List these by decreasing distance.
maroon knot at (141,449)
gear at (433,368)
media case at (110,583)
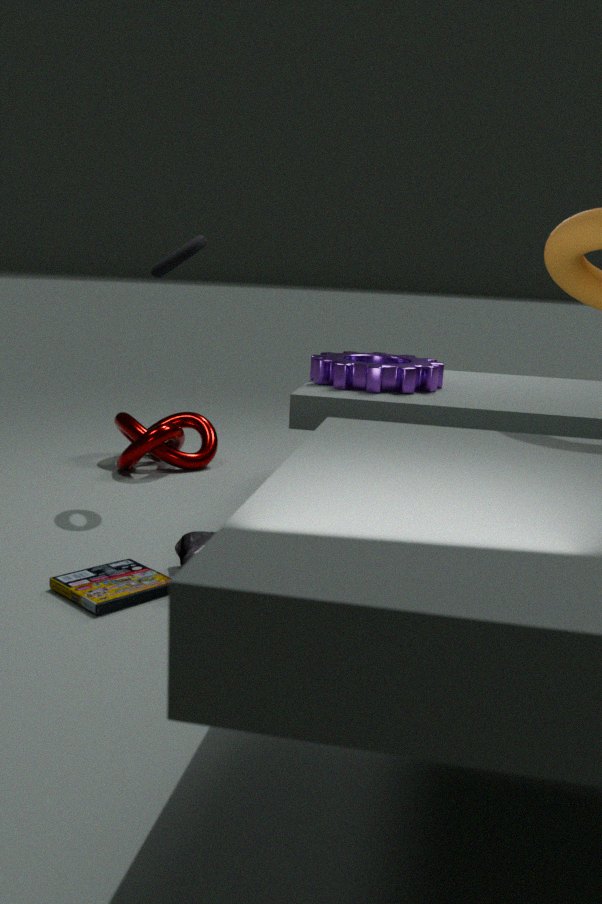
maroon knot at (141,449), gear at (433,368), media case at (110,583)
